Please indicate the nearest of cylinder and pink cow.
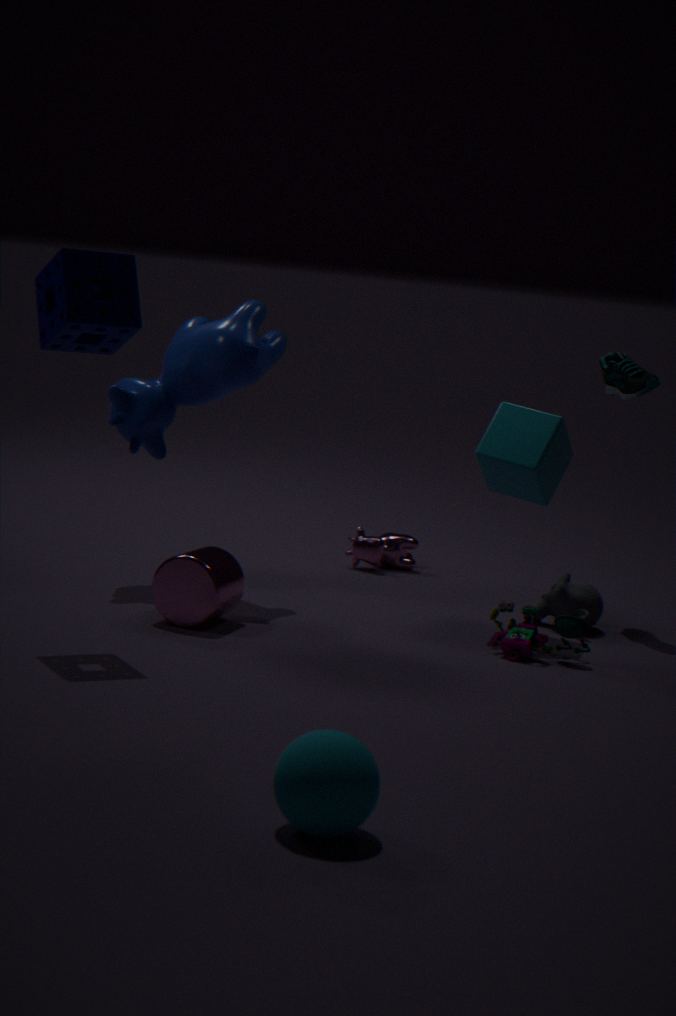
cylinder
